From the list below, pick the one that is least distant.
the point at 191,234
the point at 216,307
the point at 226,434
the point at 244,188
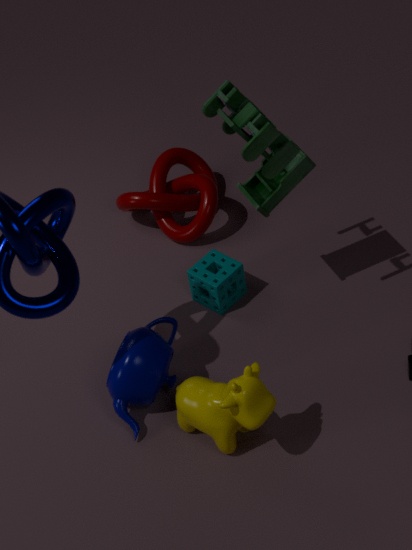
the point at 226,434
